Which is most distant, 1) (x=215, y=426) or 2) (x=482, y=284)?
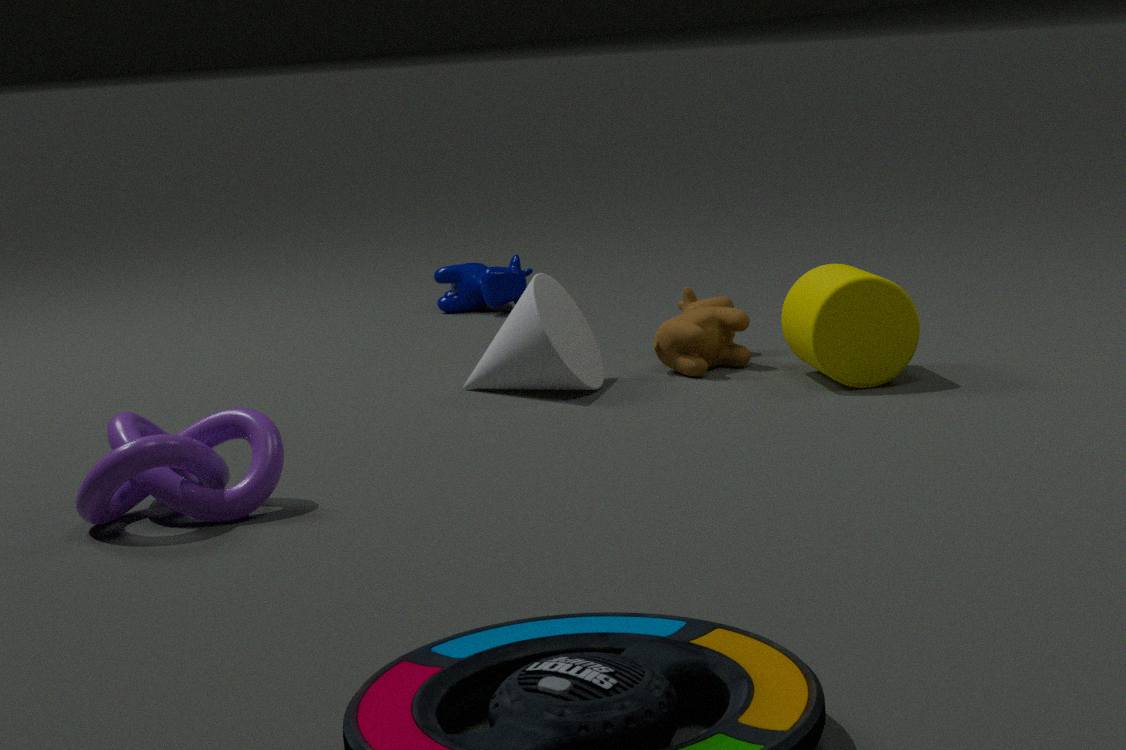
2. (x=482, y=284)
